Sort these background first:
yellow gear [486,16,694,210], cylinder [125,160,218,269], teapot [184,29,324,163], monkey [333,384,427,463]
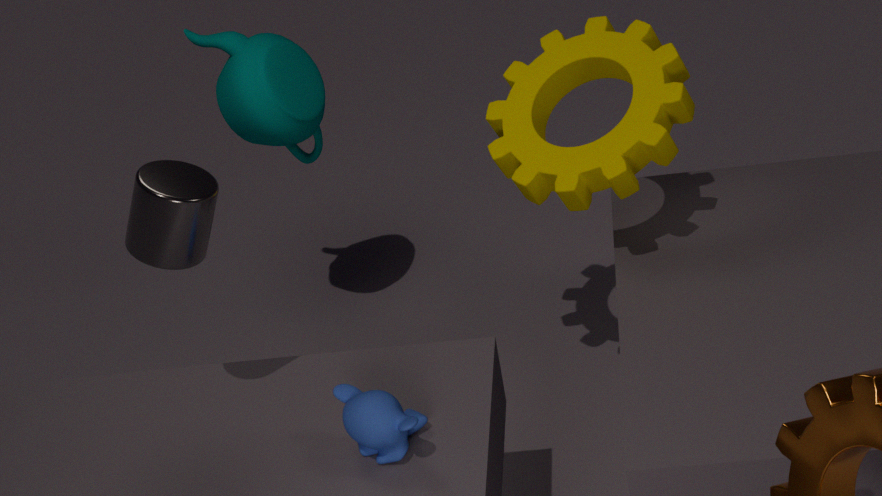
teapot [184,29,324,163]
yellow gear [486,16,694,210]
monkey [333,384,427,463]
cylinder [125,160,218,269]
